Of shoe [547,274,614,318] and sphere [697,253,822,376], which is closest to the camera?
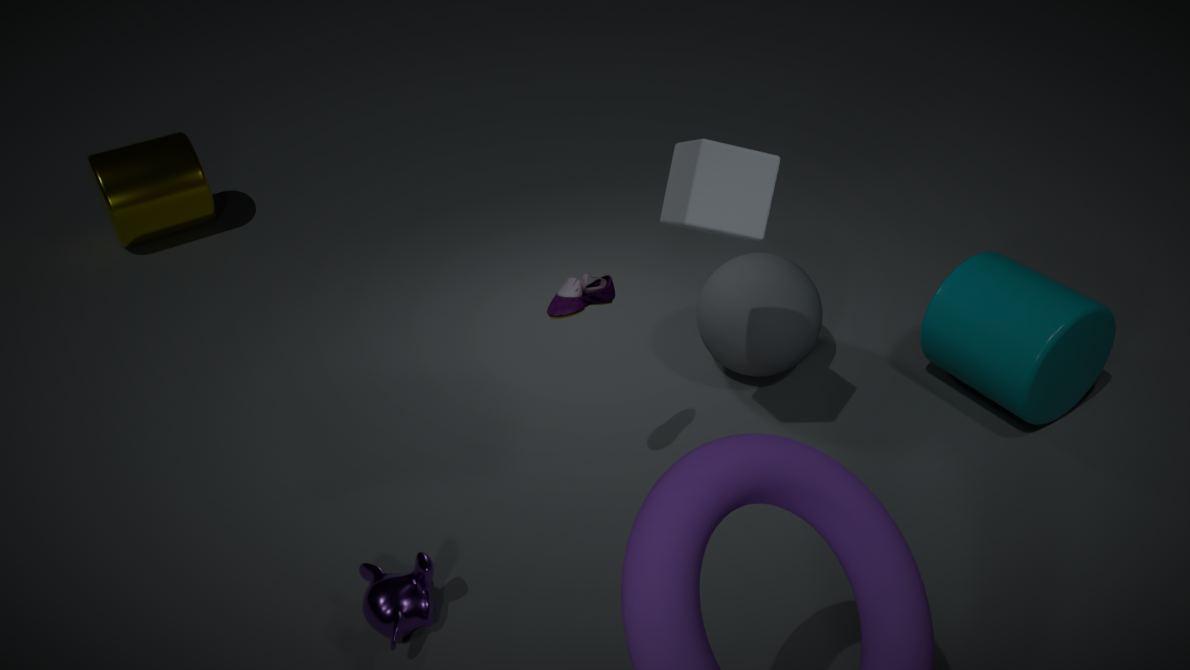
shoe [547,274,614,318]
